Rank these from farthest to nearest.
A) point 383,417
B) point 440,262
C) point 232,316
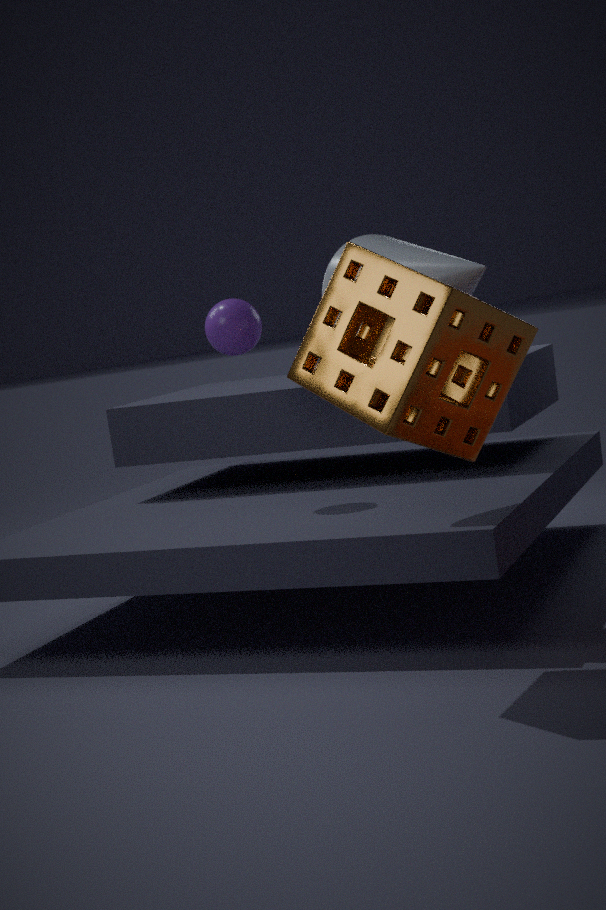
point 232,316, point 440,262, point 383,417
